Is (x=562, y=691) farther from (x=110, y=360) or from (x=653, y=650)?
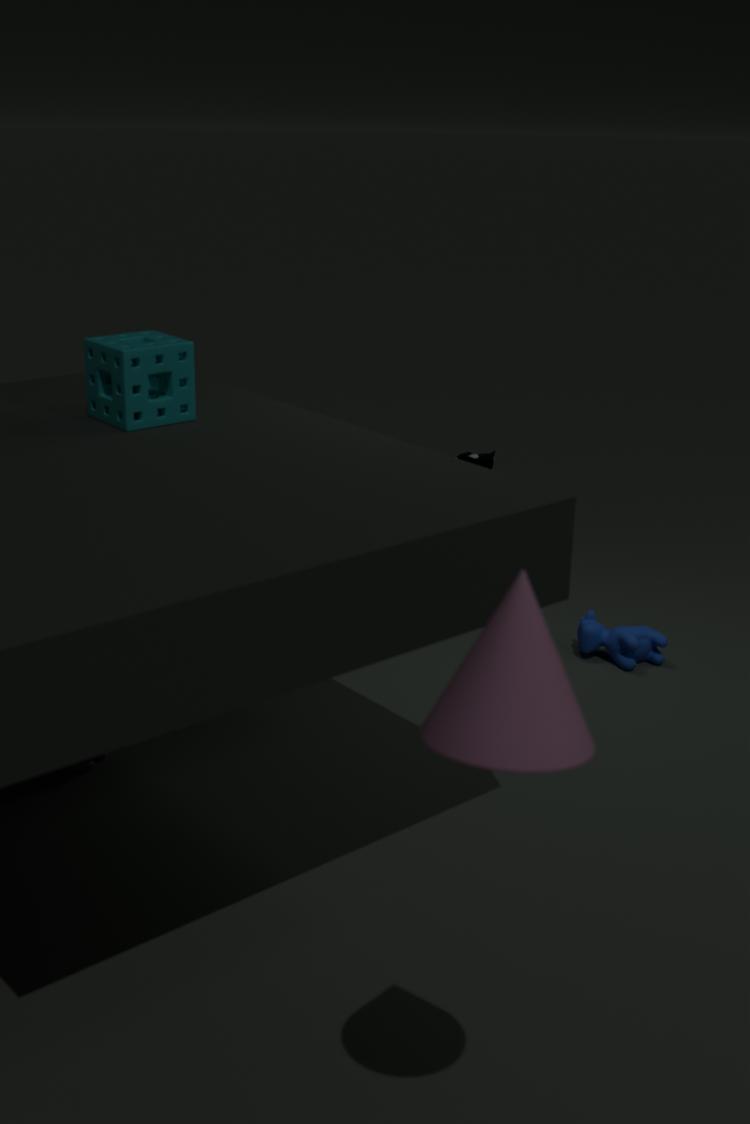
(x=653, y=650)
